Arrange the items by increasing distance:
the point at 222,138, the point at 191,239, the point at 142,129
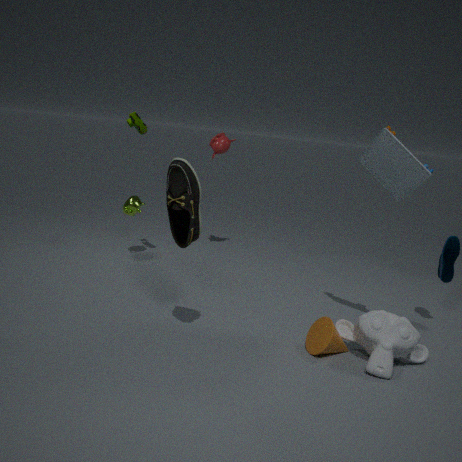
the point at 191,239, the point at 142,129, the point at 222,138
